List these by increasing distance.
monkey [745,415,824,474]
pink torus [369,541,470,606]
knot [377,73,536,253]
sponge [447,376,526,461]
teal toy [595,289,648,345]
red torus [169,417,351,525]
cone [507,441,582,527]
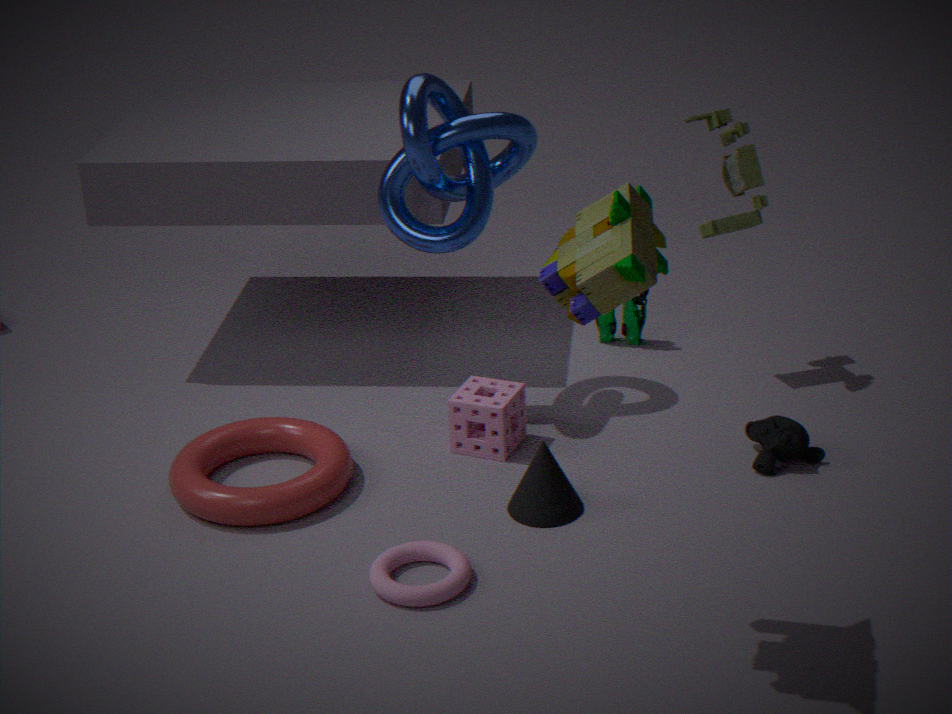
pink torus [369,541,470,606] → cone [507,441,582,527] → red torus [169,417,351,525] → monkey [745,415,824,474] → knot [377,73,536,253] → sponge [447,376,526,461] → teal toy [595,289,648,345]
